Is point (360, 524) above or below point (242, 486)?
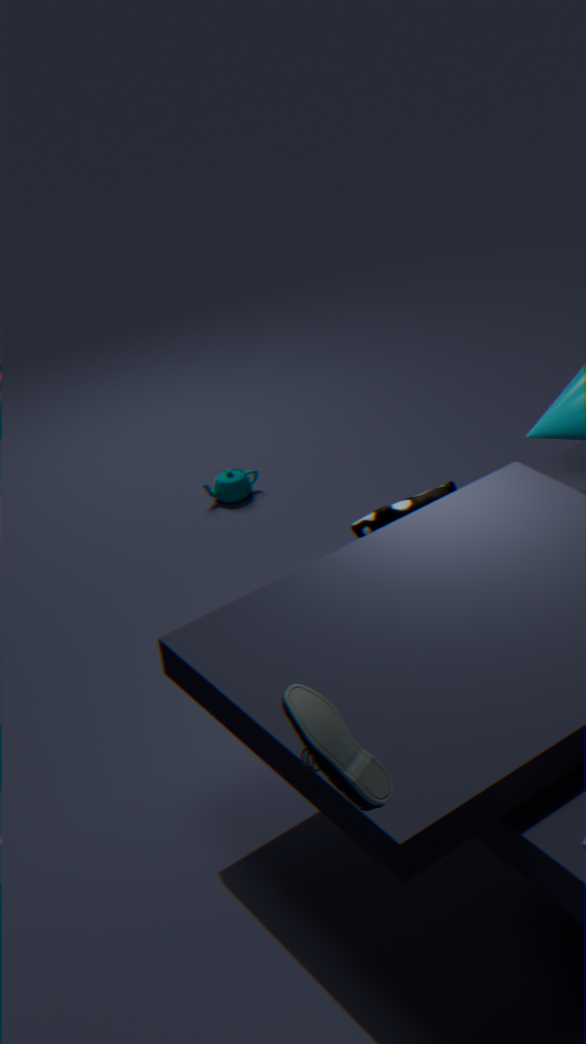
above
